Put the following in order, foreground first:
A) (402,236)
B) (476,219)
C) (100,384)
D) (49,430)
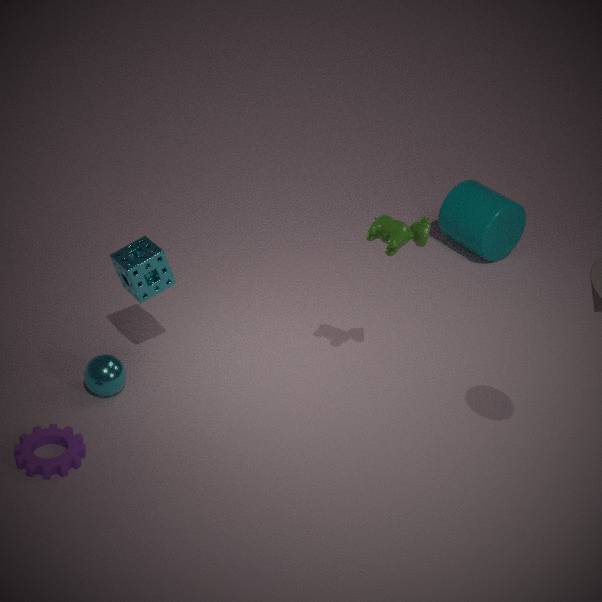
(402,236) → (49,430) → (100,384) → (476,219)
